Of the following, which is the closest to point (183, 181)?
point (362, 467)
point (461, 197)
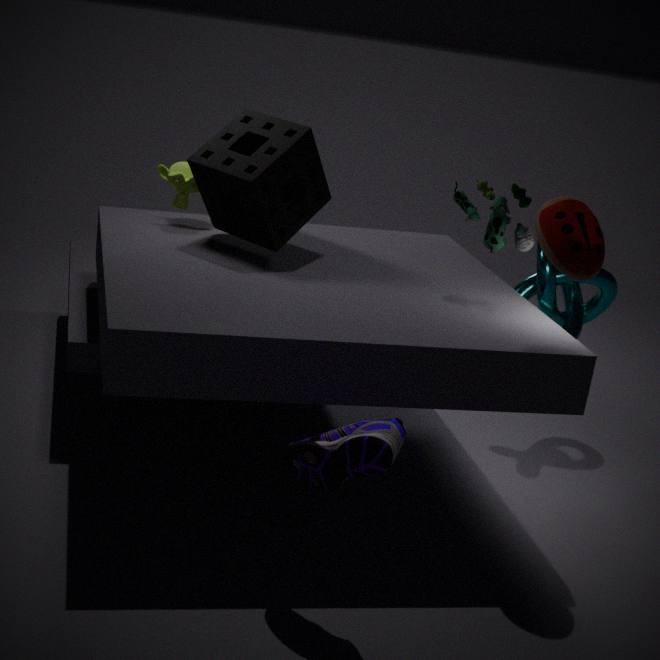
point (461, 197)
